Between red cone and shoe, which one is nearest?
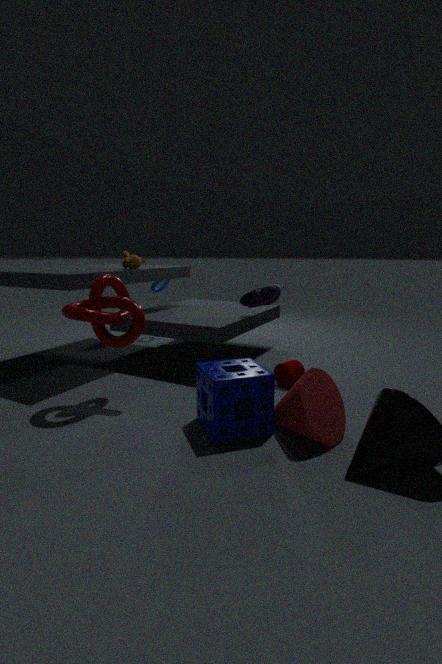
red cone
